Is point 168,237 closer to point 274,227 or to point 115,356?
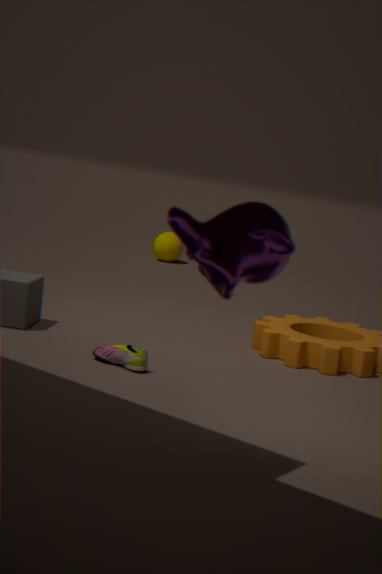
point 115,356
